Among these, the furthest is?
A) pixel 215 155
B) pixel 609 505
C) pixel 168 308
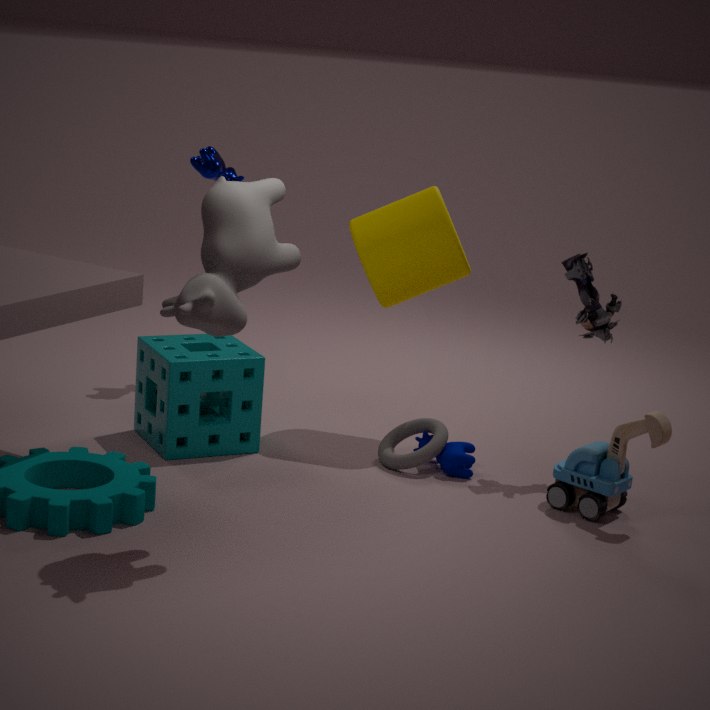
pixel 215 155
